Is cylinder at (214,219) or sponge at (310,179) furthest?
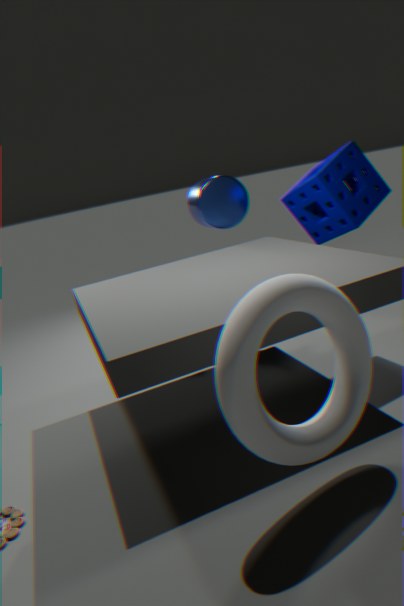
cylinder at (214,219)
